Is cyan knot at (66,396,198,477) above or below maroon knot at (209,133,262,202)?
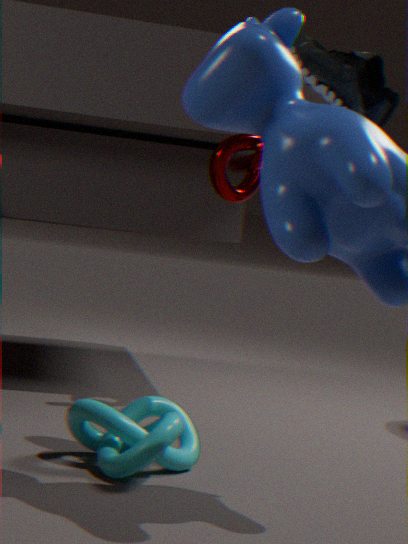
below
